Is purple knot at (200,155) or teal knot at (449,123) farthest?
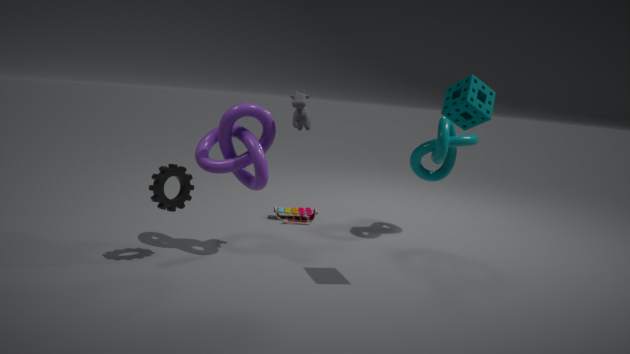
teal knot at (449,123)
